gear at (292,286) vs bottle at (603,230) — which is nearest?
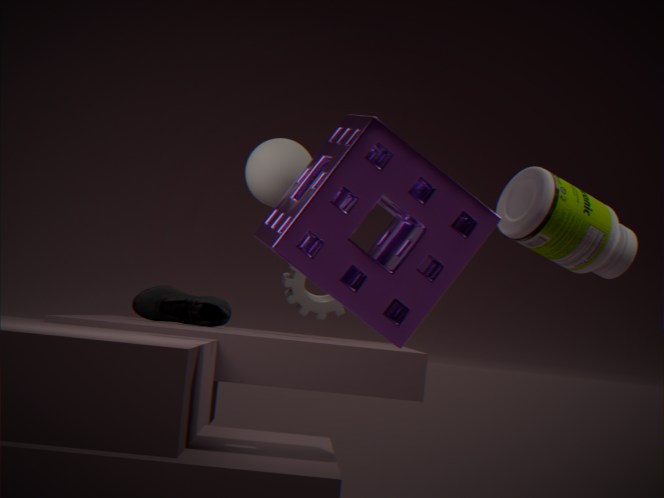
bottle at (603,230)
